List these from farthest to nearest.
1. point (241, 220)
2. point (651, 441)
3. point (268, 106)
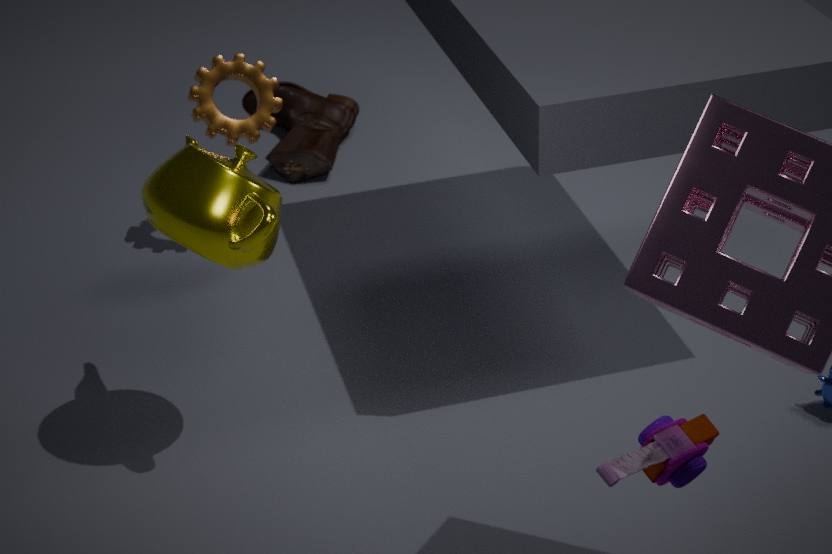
point (268, 106) → point (241, 220) → point (651, 441)
